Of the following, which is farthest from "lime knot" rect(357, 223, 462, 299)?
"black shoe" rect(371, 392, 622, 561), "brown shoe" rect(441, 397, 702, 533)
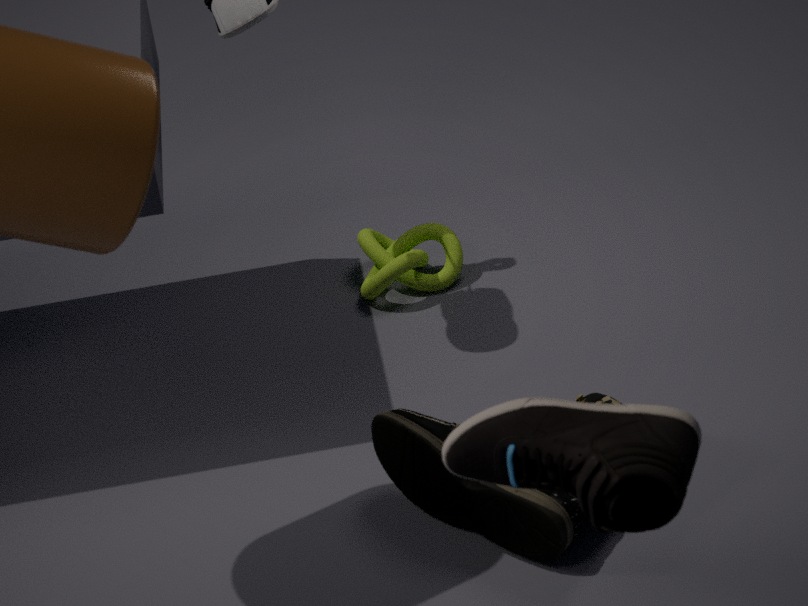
"brown shoe" rect(441, 397, 702, 533)
